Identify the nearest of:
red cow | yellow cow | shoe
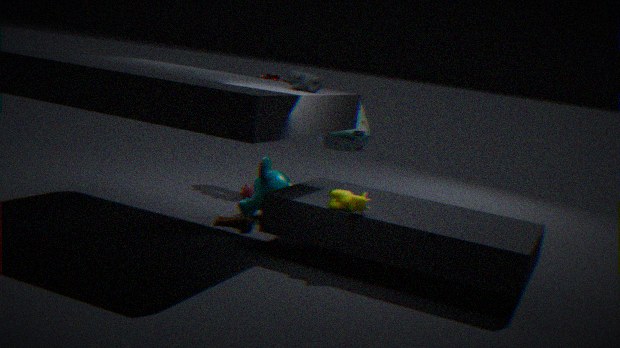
yellow cow
